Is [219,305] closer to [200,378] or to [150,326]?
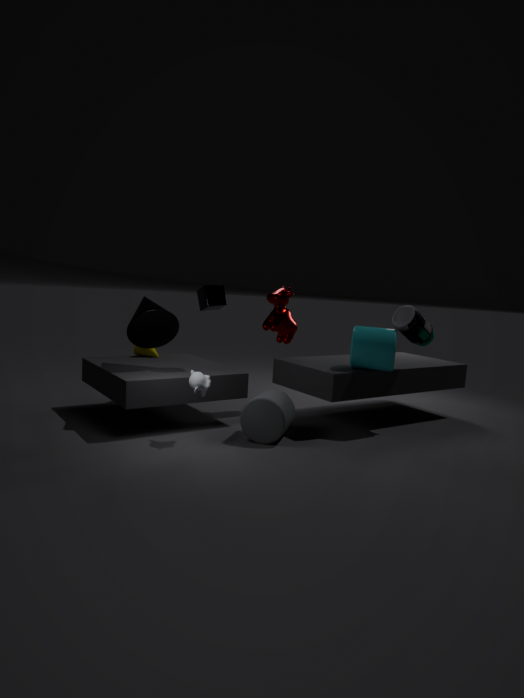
[150,326]
